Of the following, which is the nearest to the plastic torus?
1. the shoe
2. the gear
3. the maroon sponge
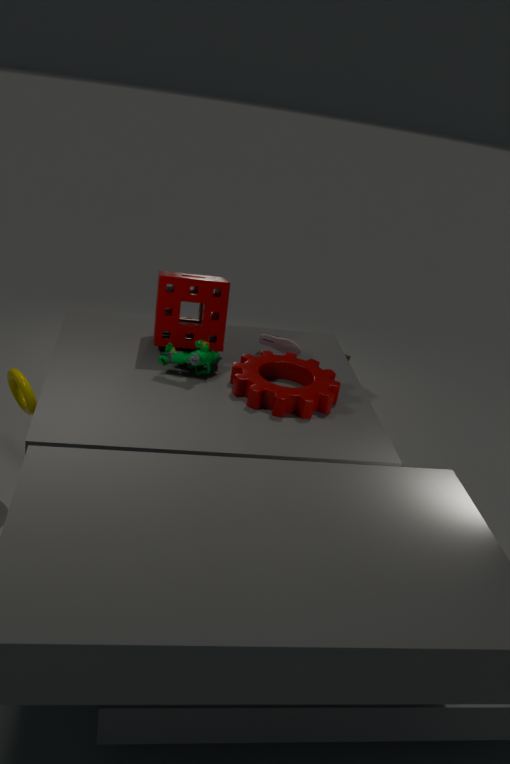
the maroon sponge
